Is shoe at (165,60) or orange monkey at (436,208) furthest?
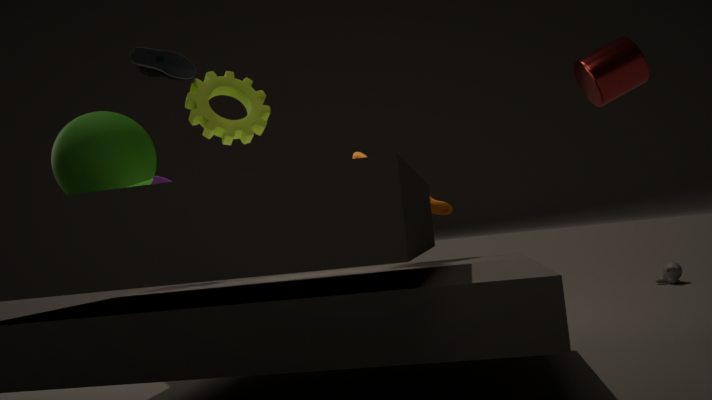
orange monkey at (436,208)
